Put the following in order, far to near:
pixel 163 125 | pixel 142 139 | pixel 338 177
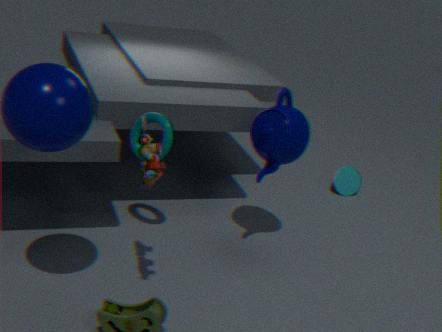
pixel 338 177 < pixel 163 125 < pixel 142 139
